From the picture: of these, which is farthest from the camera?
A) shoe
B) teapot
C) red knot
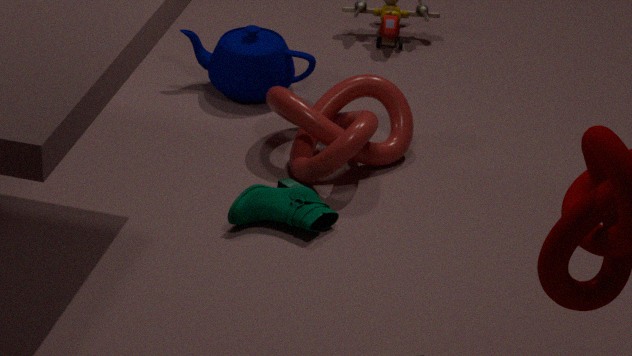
teapot
